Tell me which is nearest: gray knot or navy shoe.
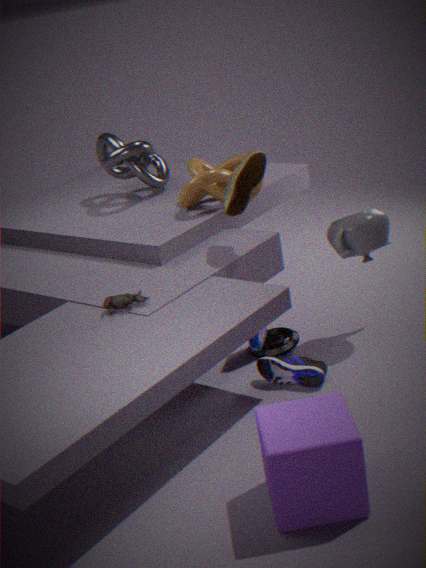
navy shoe
